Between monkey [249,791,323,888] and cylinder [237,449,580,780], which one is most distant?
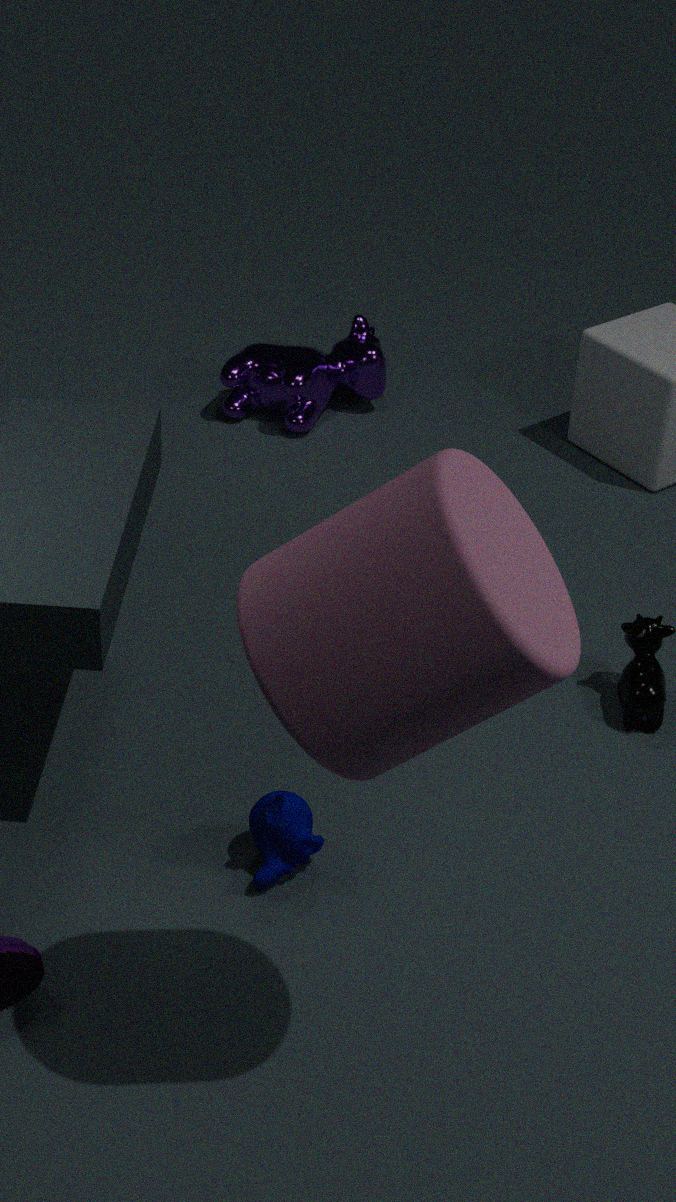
monkey [249,791,323,888]
